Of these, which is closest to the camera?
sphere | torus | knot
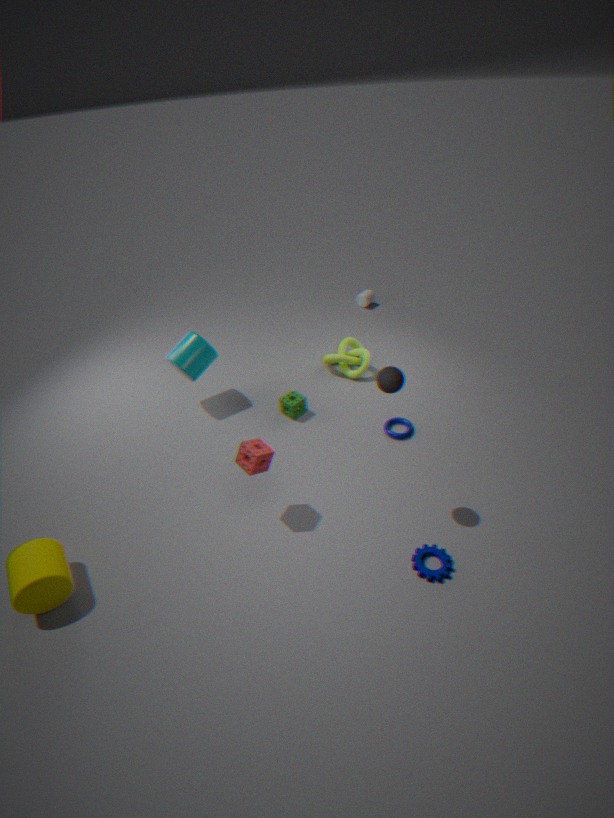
sphere
